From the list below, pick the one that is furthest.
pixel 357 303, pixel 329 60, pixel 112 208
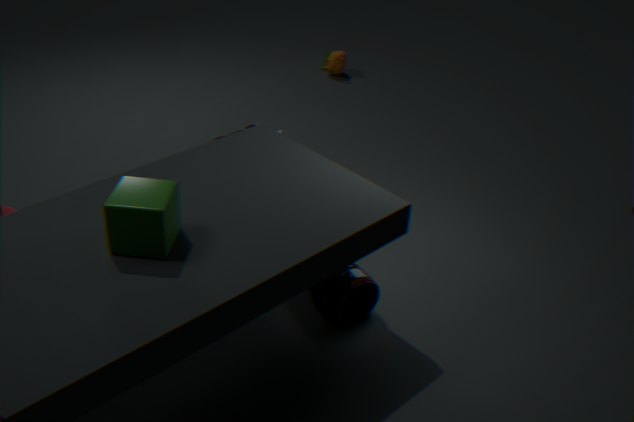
pixel 329 60
